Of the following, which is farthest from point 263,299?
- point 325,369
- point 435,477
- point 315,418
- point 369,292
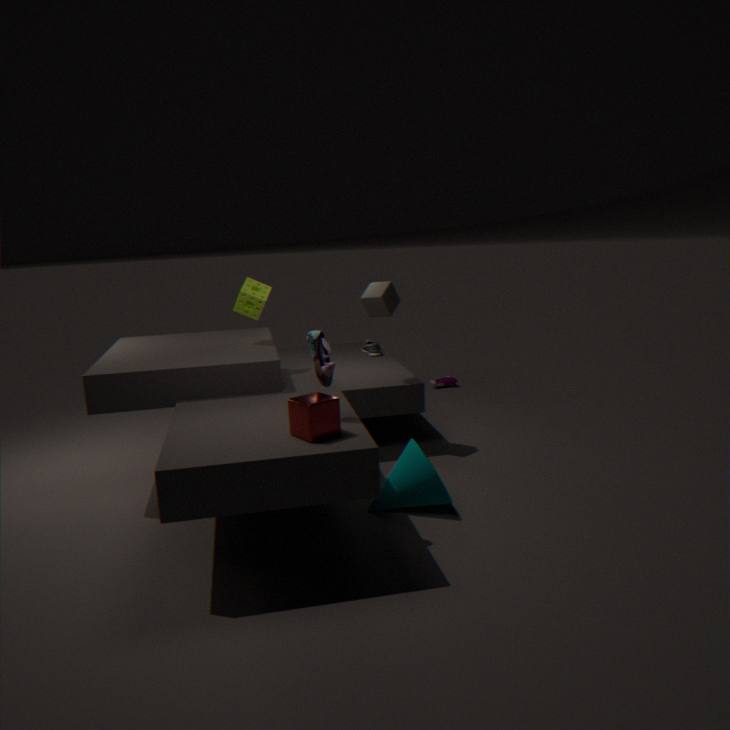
point 435,477
